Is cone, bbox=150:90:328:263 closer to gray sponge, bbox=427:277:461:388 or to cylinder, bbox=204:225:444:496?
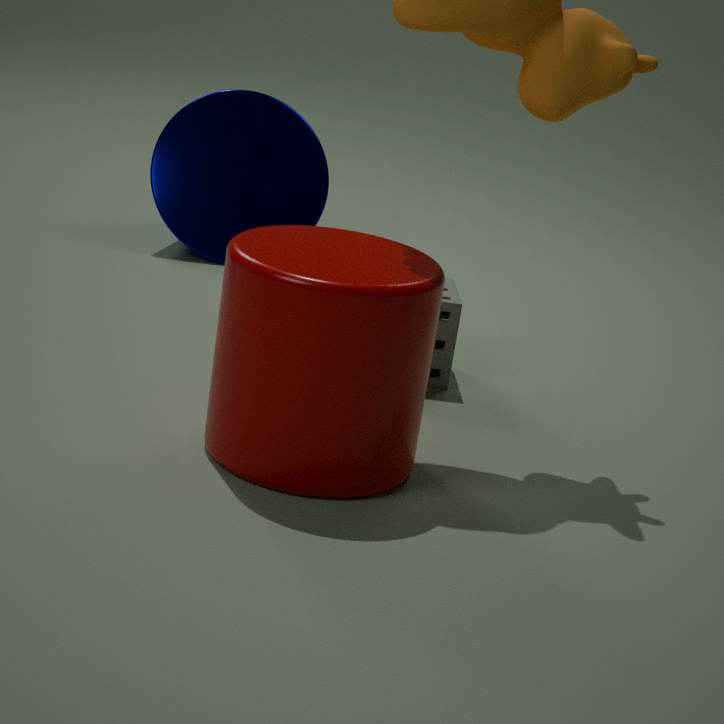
gray sponge, bbox=427:277:461:388
